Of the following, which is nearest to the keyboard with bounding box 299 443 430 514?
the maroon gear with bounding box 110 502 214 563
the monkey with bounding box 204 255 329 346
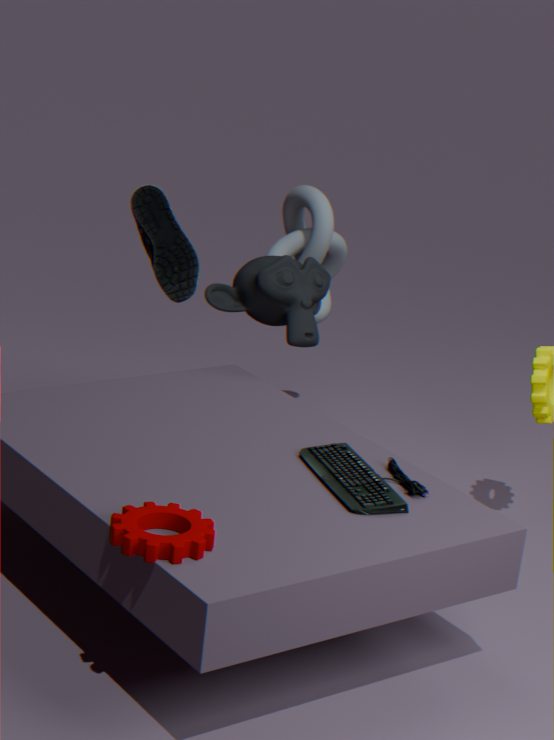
the maroon gear with bounding box 110 502 214 563
